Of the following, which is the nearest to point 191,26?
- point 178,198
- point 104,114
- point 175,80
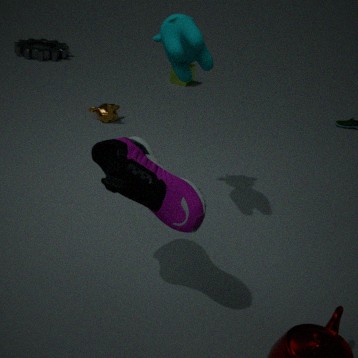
point 178,198
